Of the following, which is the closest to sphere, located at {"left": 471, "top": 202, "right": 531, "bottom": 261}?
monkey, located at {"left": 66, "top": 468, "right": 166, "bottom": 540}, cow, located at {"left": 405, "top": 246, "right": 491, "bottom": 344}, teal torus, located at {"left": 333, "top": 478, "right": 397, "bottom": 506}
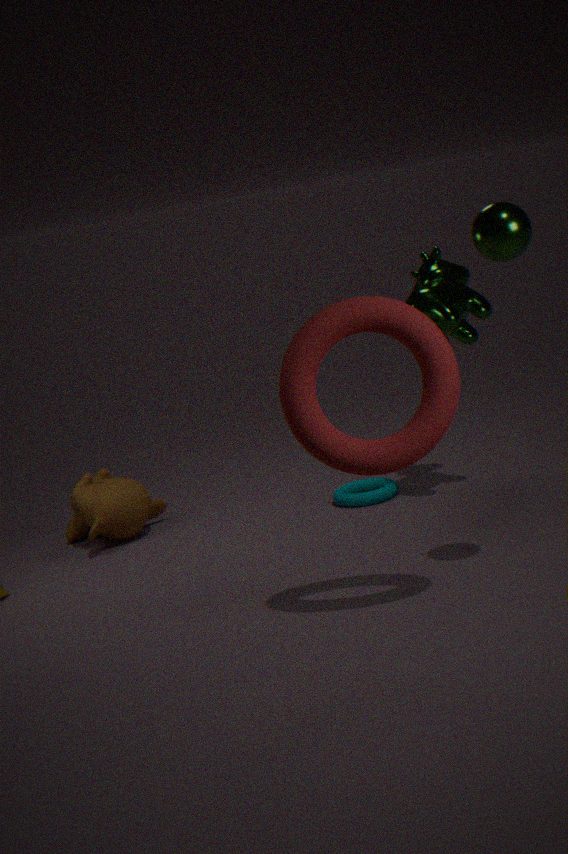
cow, located at {"left": 405, "top": 246, "right": 491, "bottom": 344}
